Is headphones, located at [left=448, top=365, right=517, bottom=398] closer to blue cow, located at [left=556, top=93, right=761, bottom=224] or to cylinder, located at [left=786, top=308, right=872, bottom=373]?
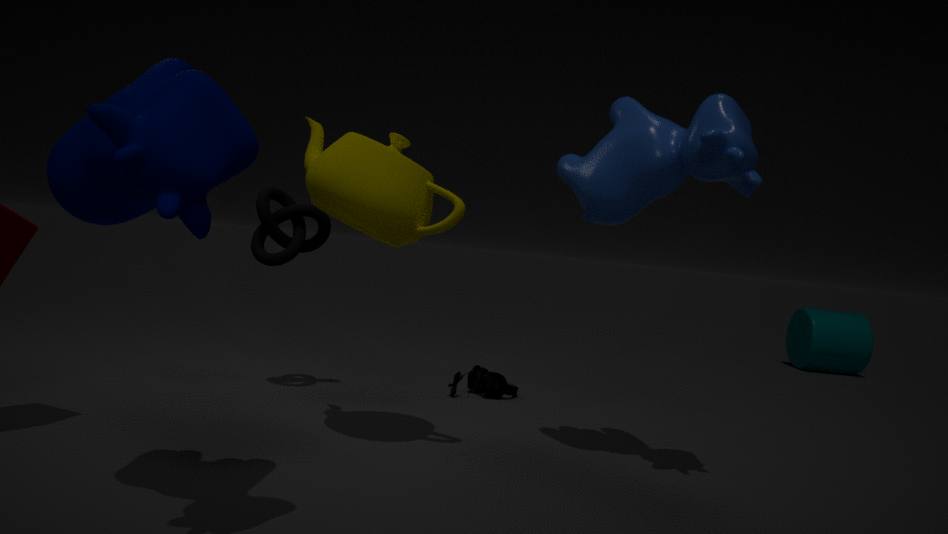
blue cow, located at [left=556, top=93, right=761, bottom=224]
